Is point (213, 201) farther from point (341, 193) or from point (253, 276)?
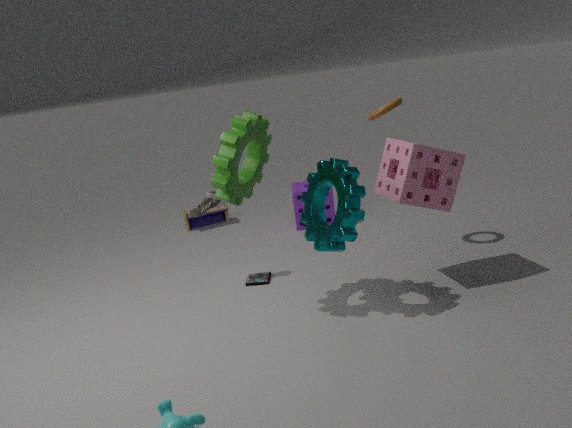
point (341, 193)
